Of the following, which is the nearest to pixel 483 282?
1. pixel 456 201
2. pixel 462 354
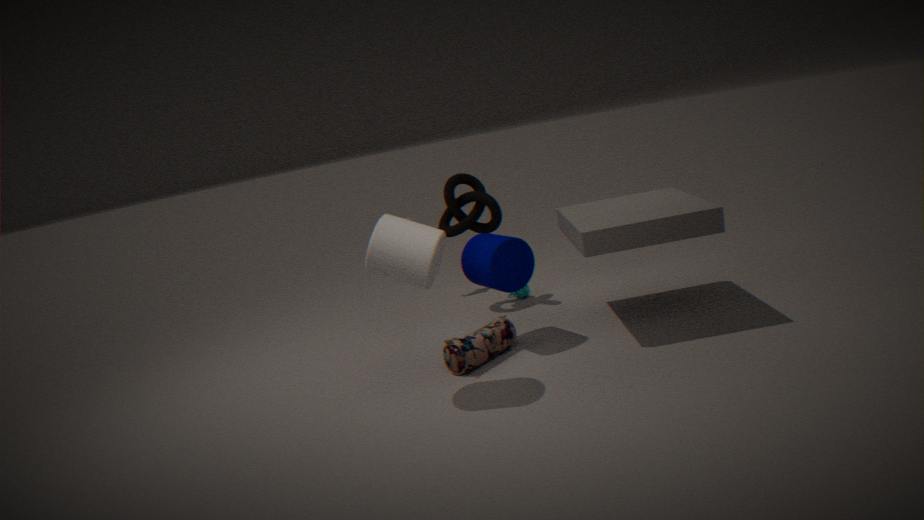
pixel 462 354
